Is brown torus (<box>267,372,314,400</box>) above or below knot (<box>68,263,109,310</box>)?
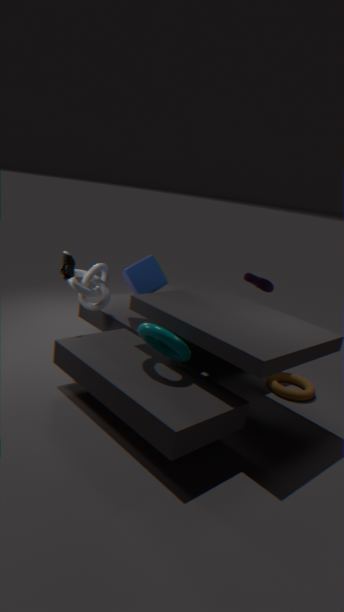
below
